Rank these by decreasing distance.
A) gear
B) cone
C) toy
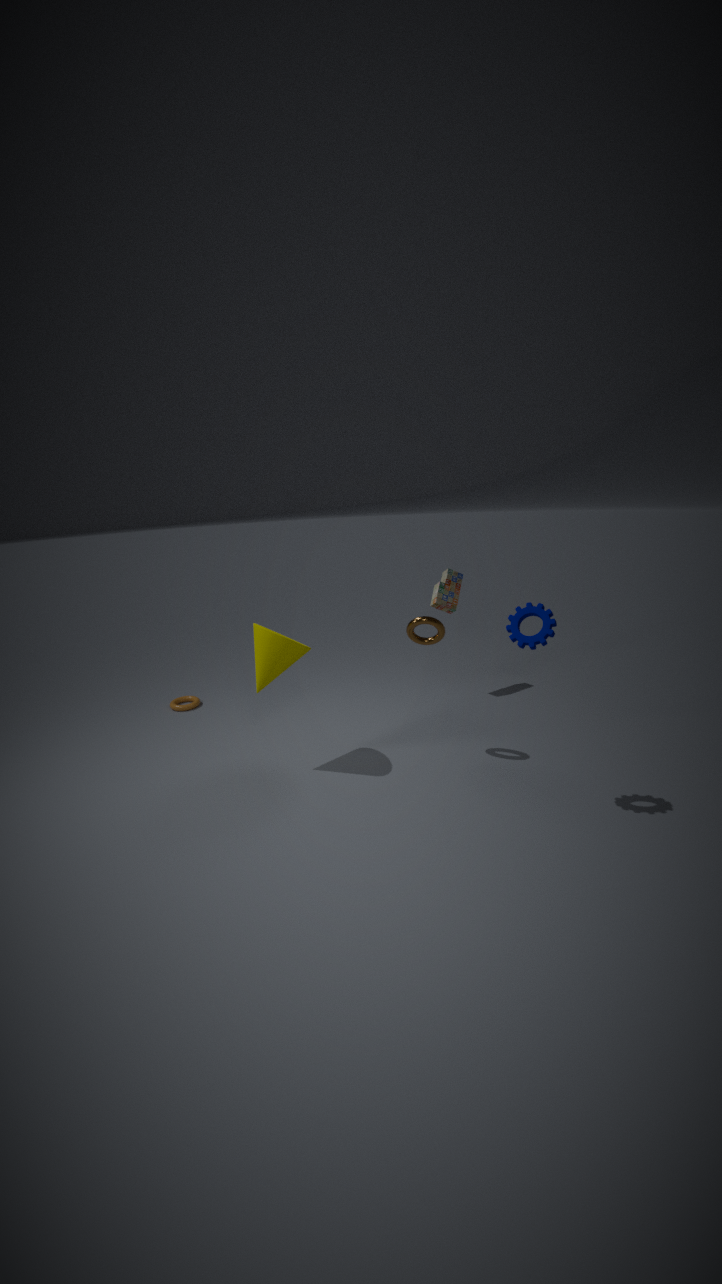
toy → cone → gear
